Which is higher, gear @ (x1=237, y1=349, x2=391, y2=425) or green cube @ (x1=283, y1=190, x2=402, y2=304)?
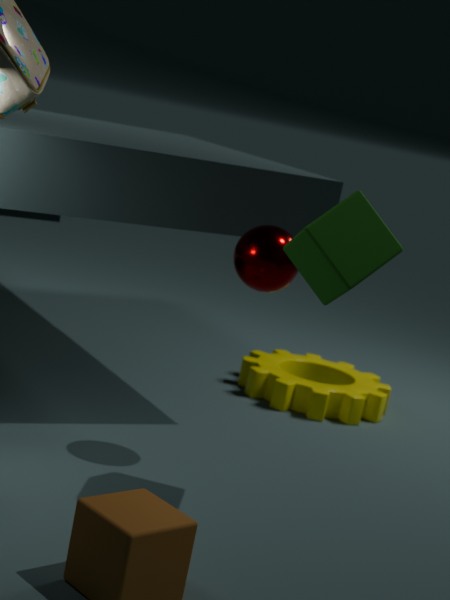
green cube @ (x1=283, y1=190, x2=402, y2=304)
